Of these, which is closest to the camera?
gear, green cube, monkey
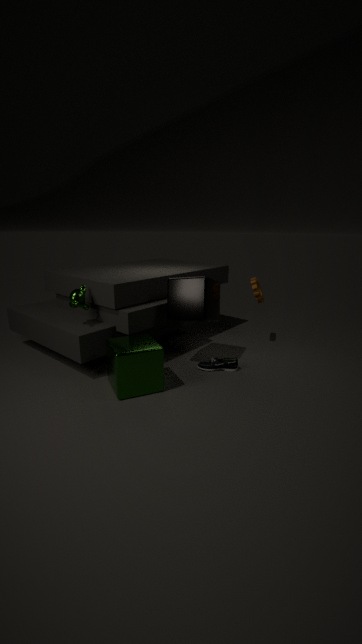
green cube
